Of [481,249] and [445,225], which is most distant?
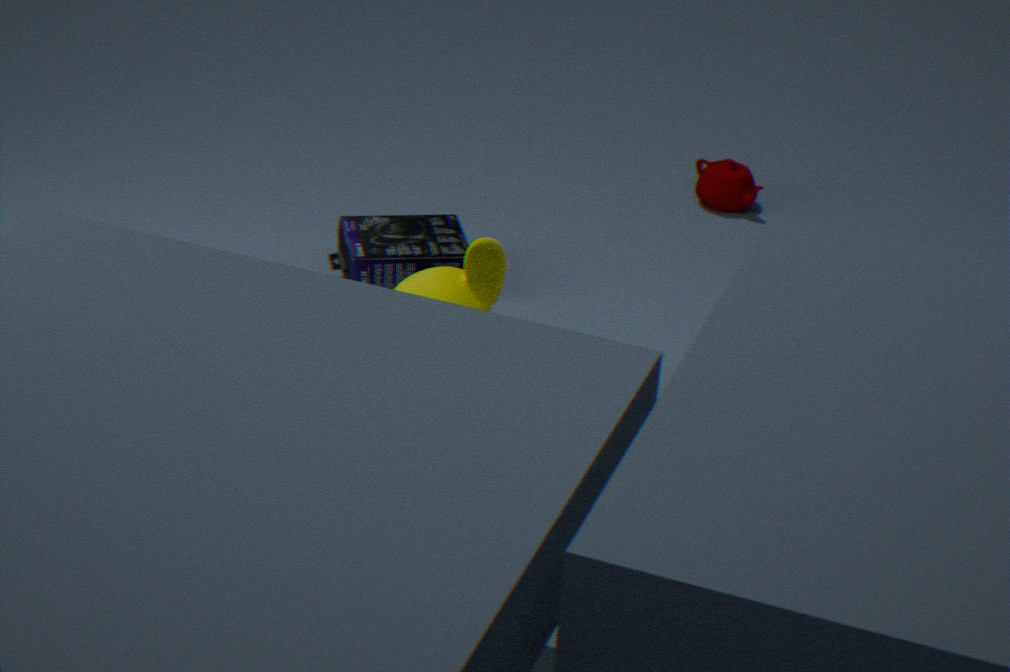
[445,225]
